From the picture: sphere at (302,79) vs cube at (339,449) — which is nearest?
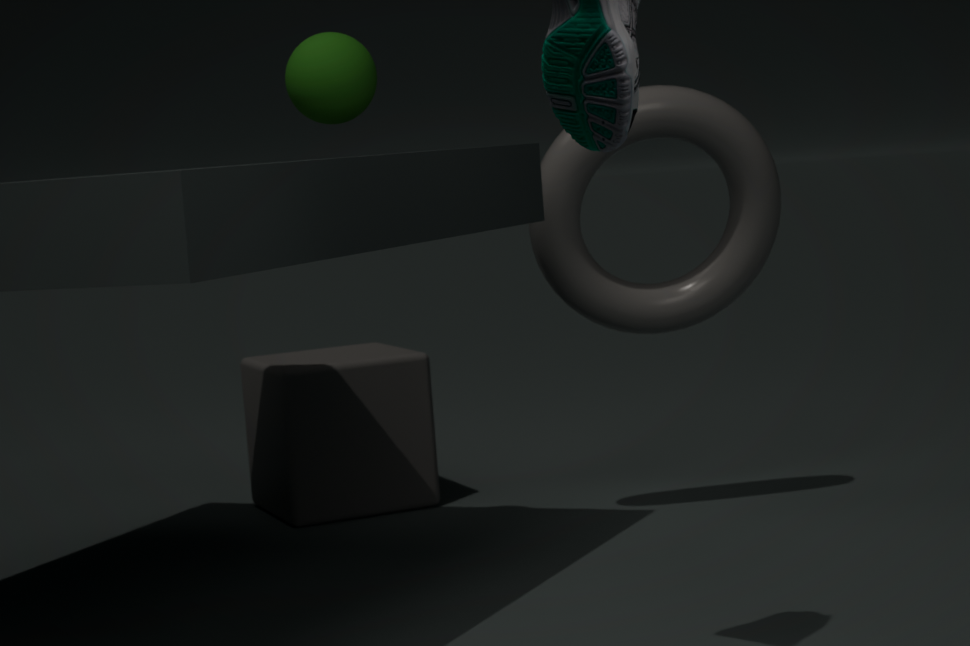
sphere at (302,79)
